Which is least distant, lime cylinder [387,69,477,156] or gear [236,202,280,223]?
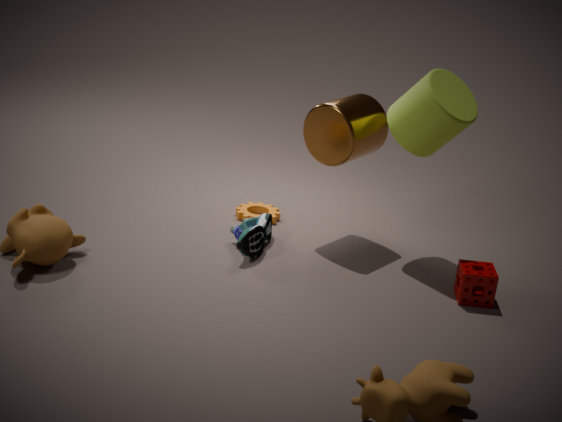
lime cylinder [387,69,477,156]
